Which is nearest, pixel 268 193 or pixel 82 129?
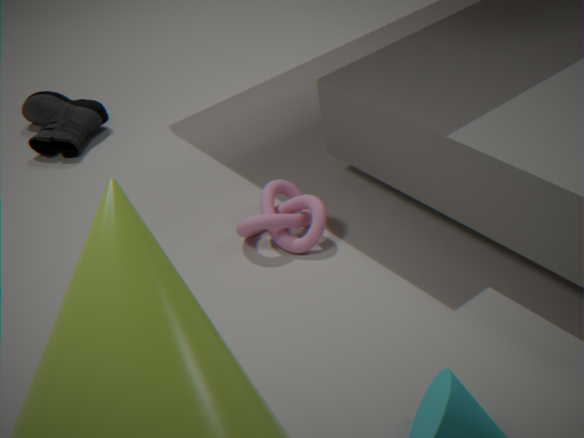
pixel 268 193
